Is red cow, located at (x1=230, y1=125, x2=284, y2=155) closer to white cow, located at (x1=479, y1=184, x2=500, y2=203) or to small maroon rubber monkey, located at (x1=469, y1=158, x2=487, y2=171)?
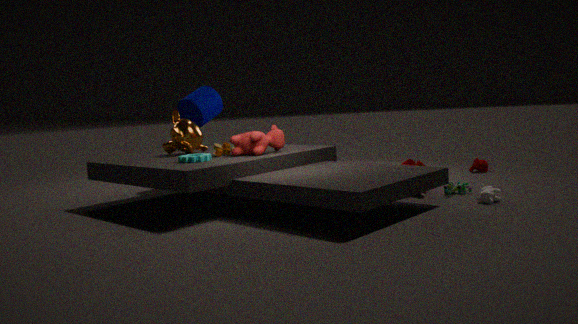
white cow, located at (x1=479, y1=184, x2=500, y2=203)
